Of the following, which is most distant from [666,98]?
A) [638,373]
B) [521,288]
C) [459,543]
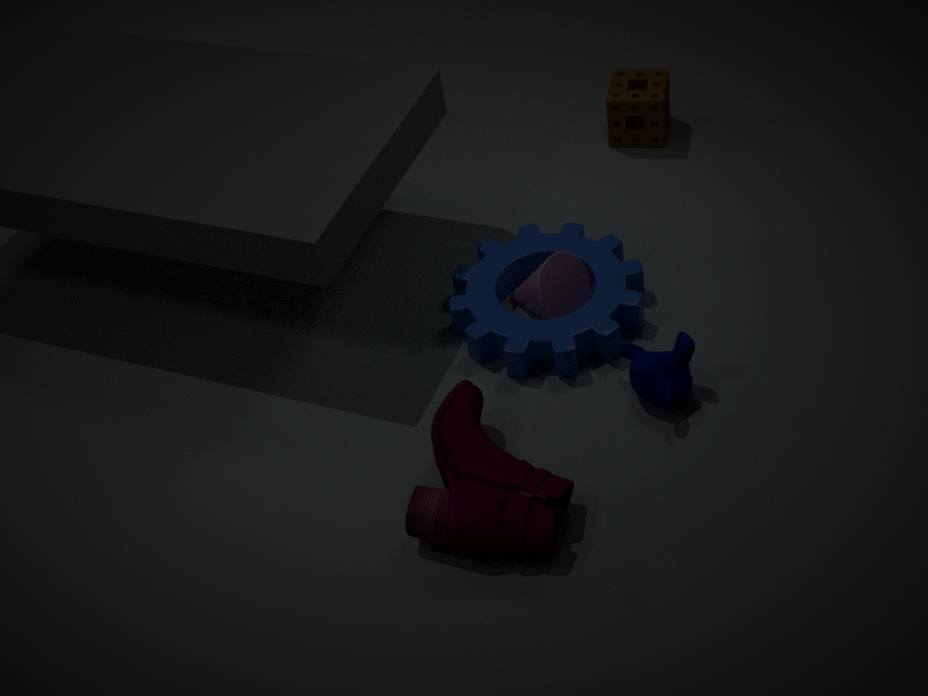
[459,543]
